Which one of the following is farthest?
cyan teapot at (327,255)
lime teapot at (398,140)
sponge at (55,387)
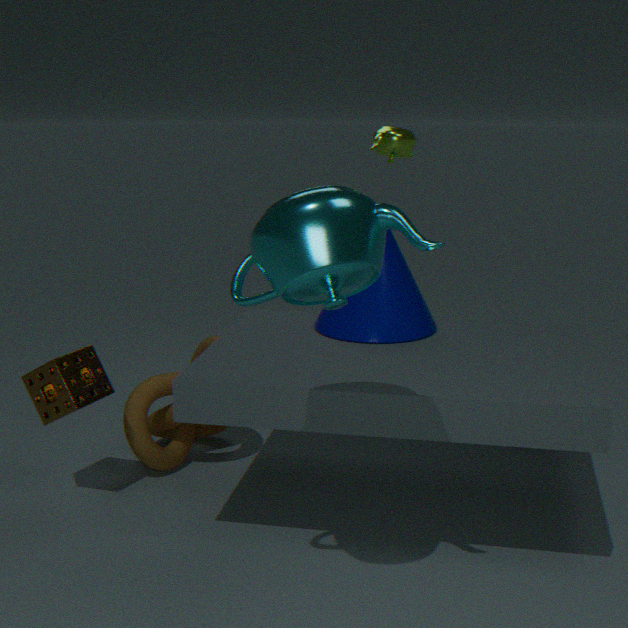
lime teapot at (398,140)
